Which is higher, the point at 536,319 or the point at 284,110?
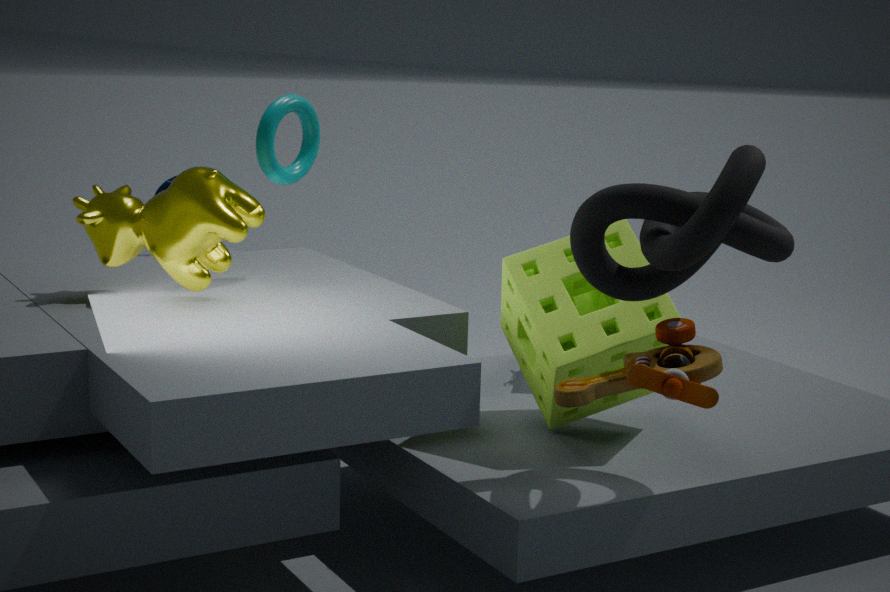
the point at 284,110
